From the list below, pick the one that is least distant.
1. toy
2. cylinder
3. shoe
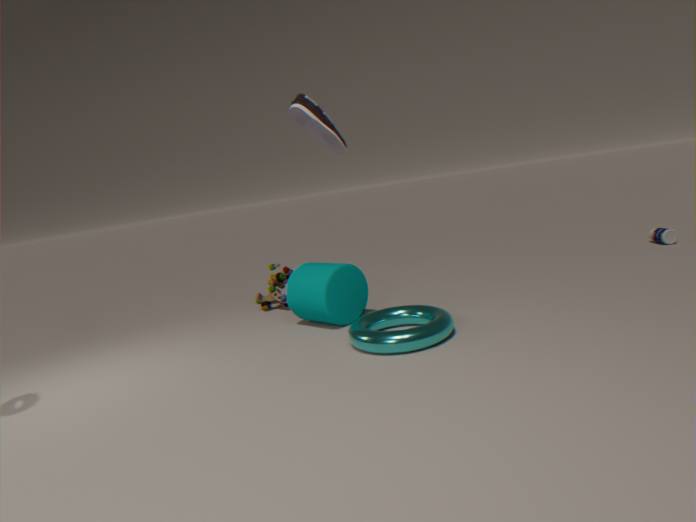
shoe
